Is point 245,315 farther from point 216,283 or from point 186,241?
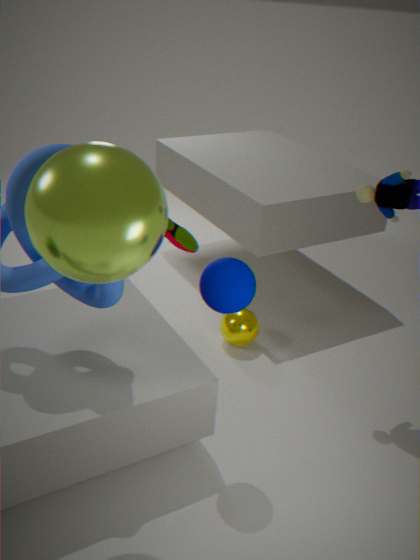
point 216,283
